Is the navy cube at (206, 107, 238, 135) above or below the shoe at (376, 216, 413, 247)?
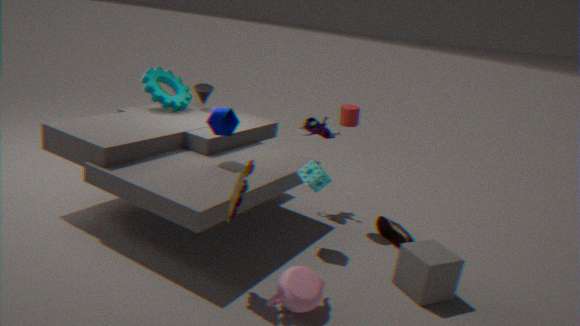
above
